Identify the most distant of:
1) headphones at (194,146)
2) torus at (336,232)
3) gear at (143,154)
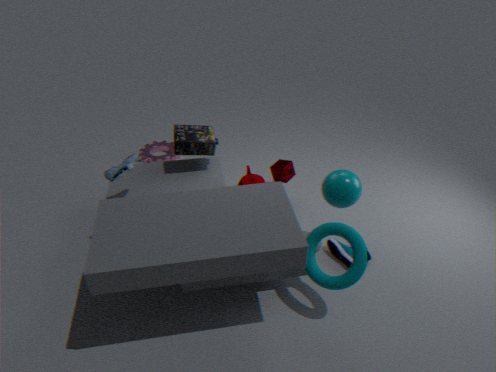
3. gear at (143,154)
